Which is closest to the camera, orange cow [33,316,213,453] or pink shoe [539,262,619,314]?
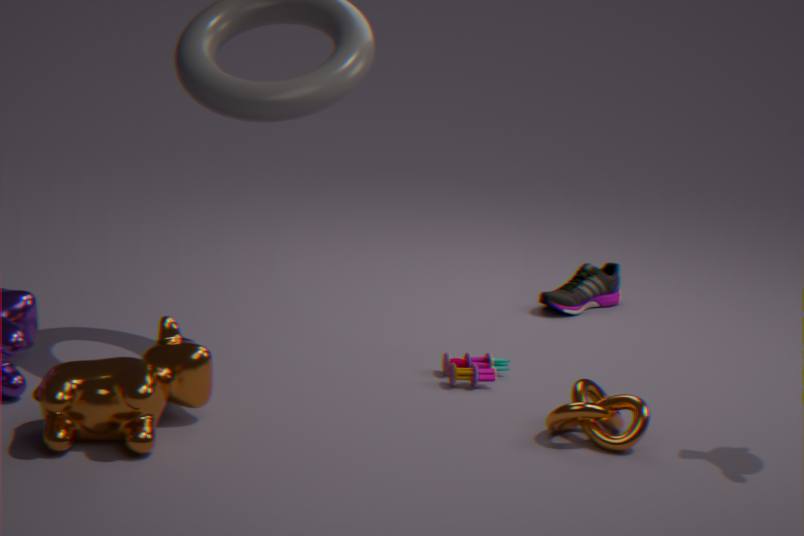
orange cow [33,316,213,453]
